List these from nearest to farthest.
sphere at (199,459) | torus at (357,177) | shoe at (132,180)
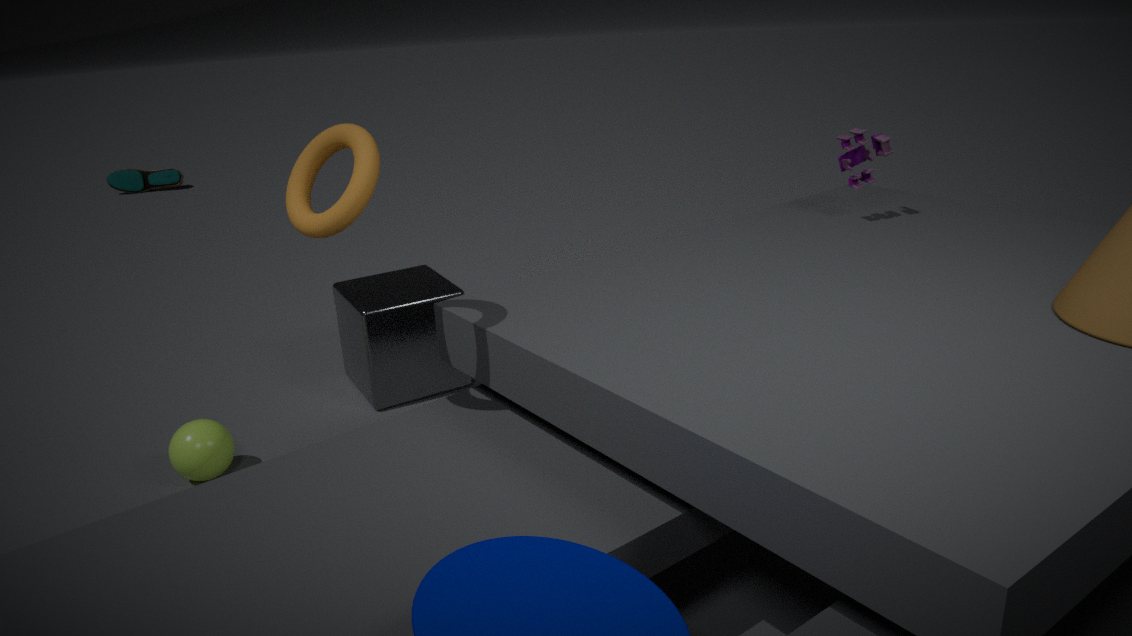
torus at (357,177) < sphere at (199,459) < shoe at (132,180)
